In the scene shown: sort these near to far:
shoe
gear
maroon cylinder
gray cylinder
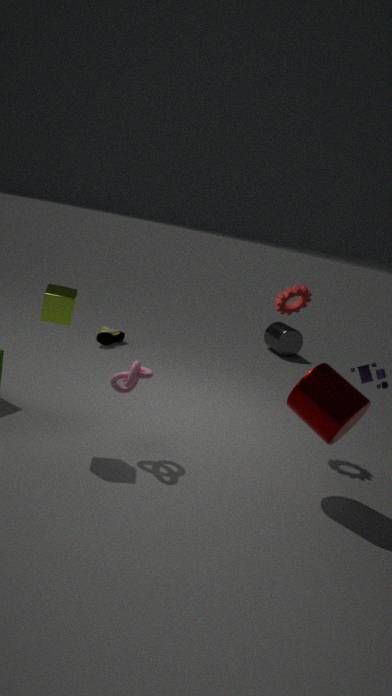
maroon cylinder, gear, shoe, gray cylinder
